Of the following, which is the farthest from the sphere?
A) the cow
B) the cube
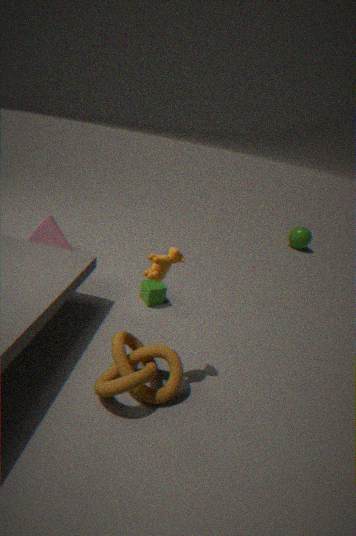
the cow
